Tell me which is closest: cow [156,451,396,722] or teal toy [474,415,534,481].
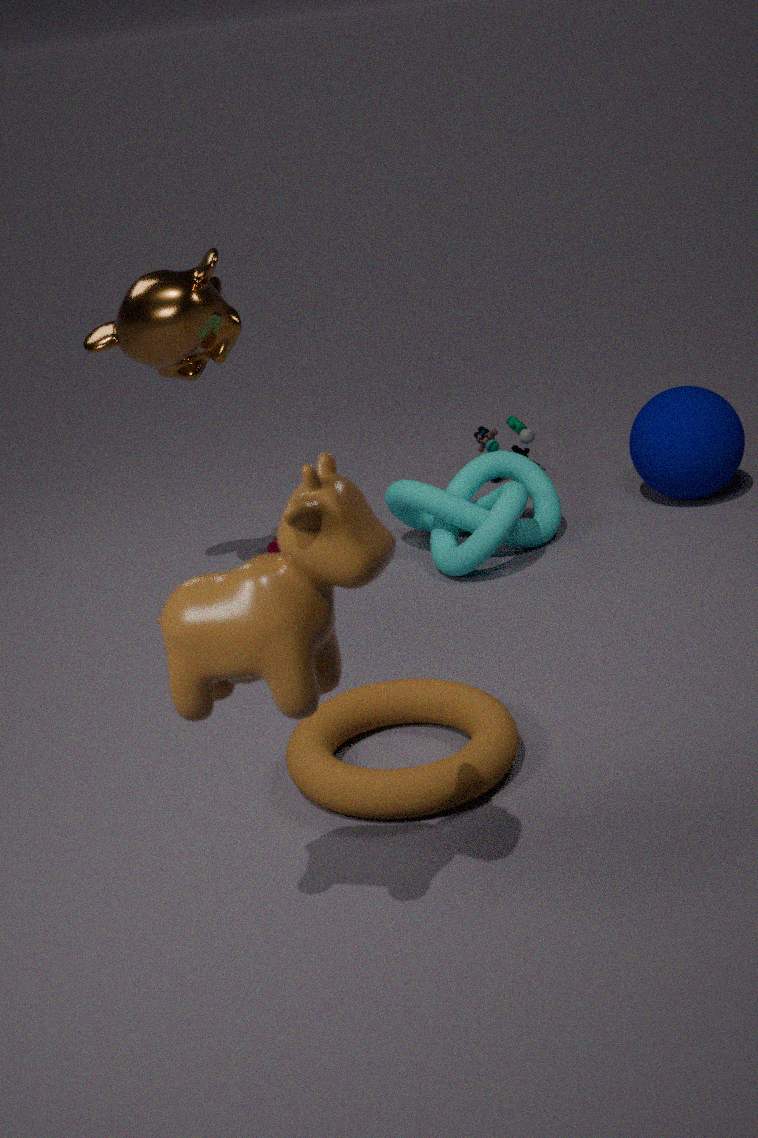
cow [156,451,396,722]
